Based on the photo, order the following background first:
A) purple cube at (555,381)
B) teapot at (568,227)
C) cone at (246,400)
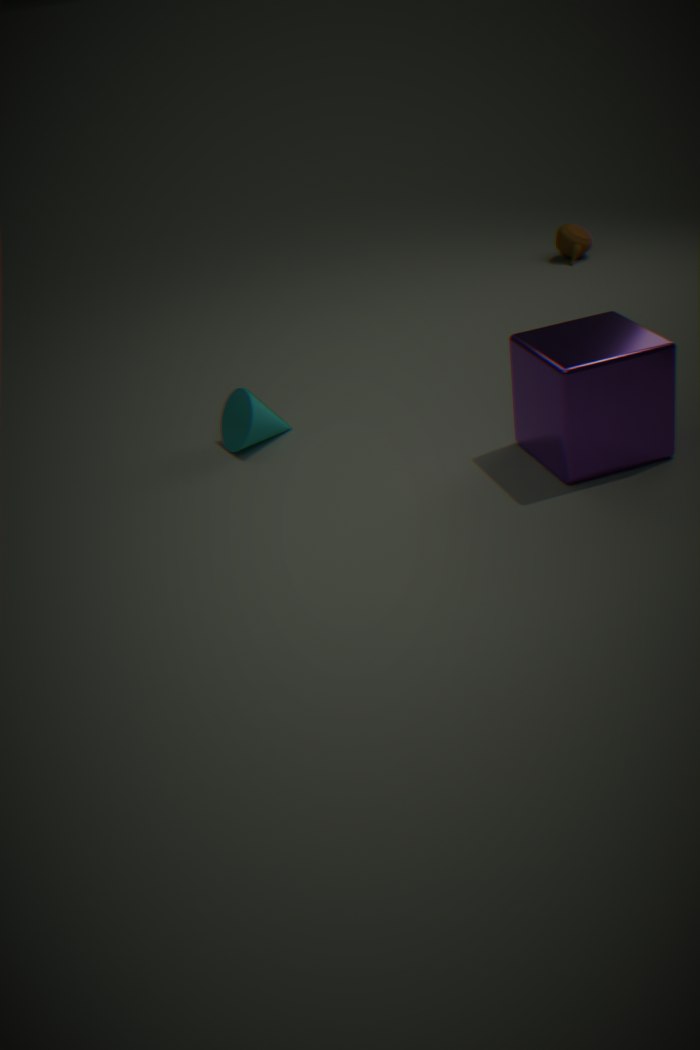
teapot at (568,227), cone at (246,400), purple cube at (555,381)
